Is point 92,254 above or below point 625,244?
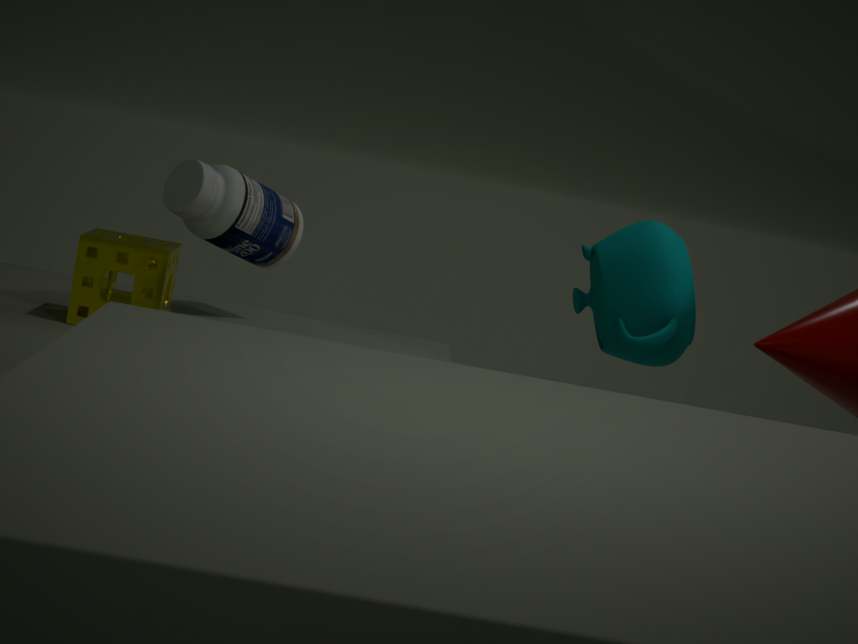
below
